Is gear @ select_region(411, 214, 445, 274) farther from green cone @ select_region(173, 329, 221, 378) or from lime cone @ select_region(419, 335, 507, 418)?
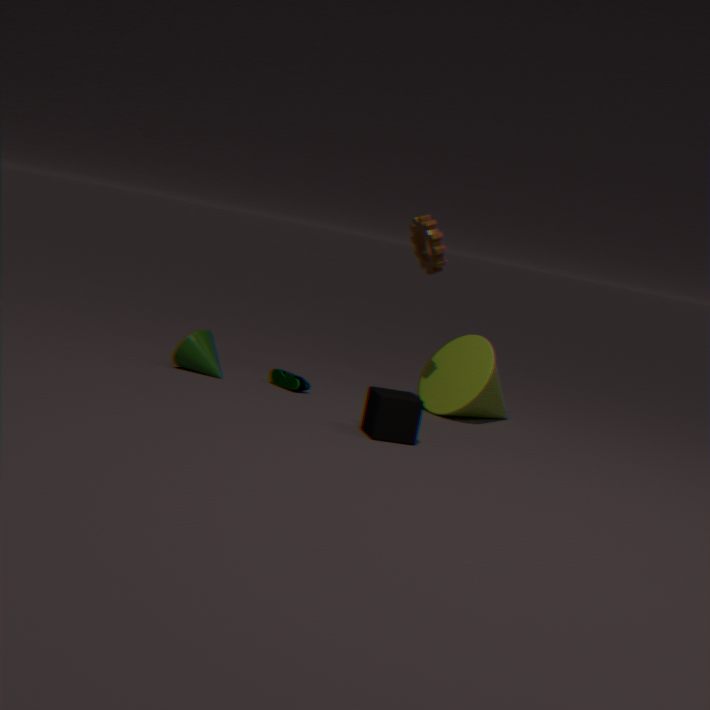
green cone @ select_region(173, 329, 221, 378)
